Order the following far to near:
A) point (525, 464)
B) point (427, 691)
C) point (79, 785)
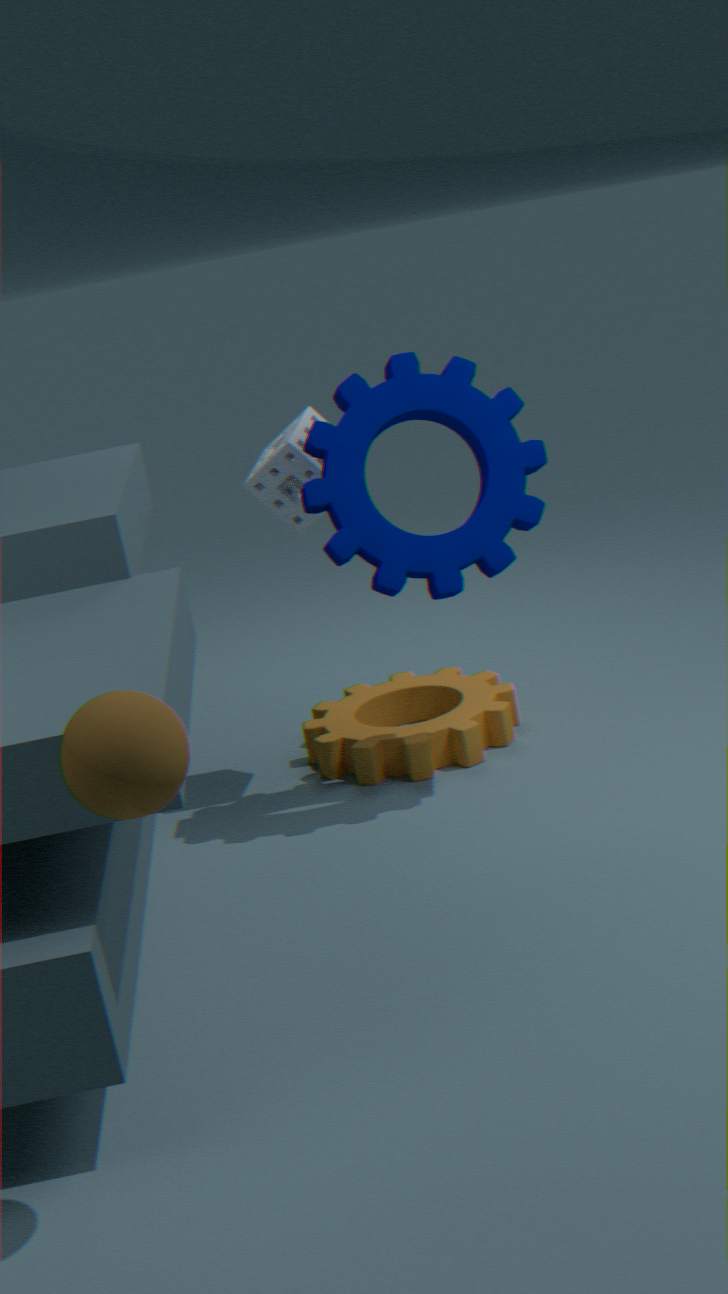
point (427, 691)
point (525, 464)
point (79, 785)
